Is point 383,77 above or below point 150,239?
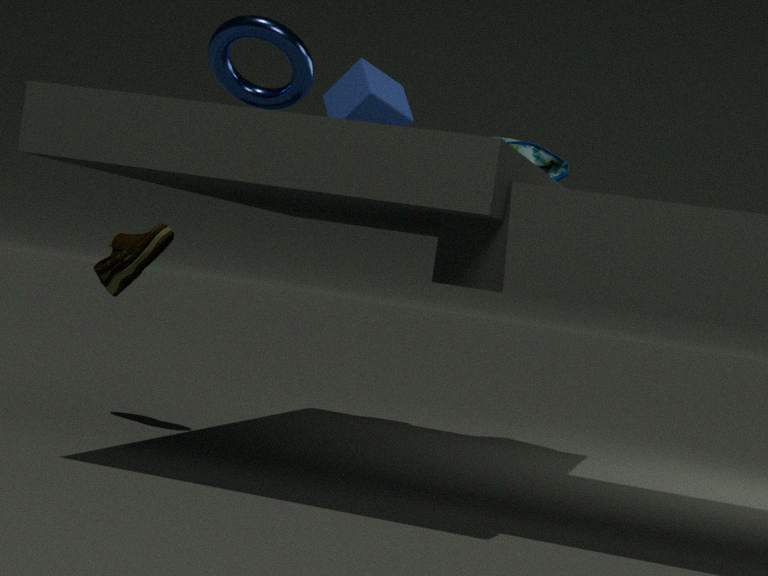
above
